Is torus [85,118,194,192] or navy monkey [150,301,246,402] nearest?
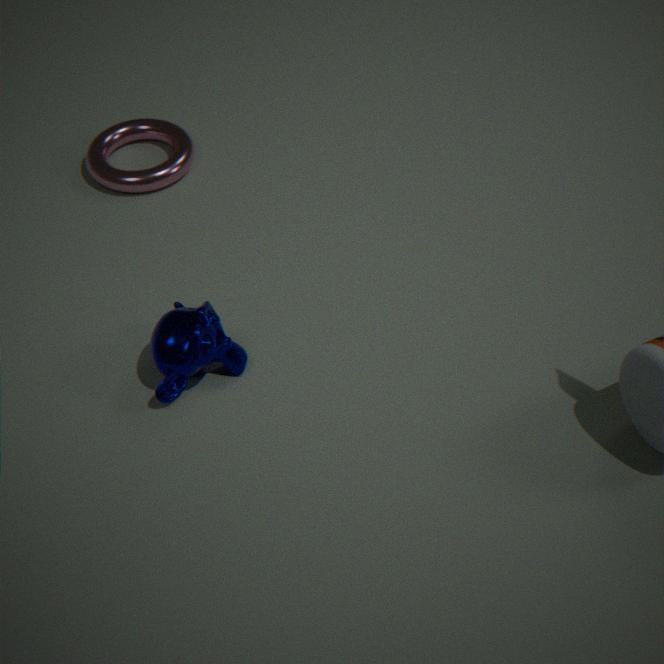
navy monkey [150,301,246,402]
